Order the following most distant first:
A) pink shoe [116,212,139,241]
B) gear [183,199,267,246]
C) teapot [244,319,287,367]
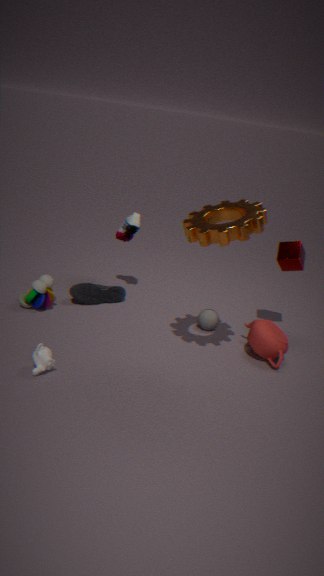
pink shoe [116,212,139,241], teapot [244,319,287,367], gear [183,199,267,246]
